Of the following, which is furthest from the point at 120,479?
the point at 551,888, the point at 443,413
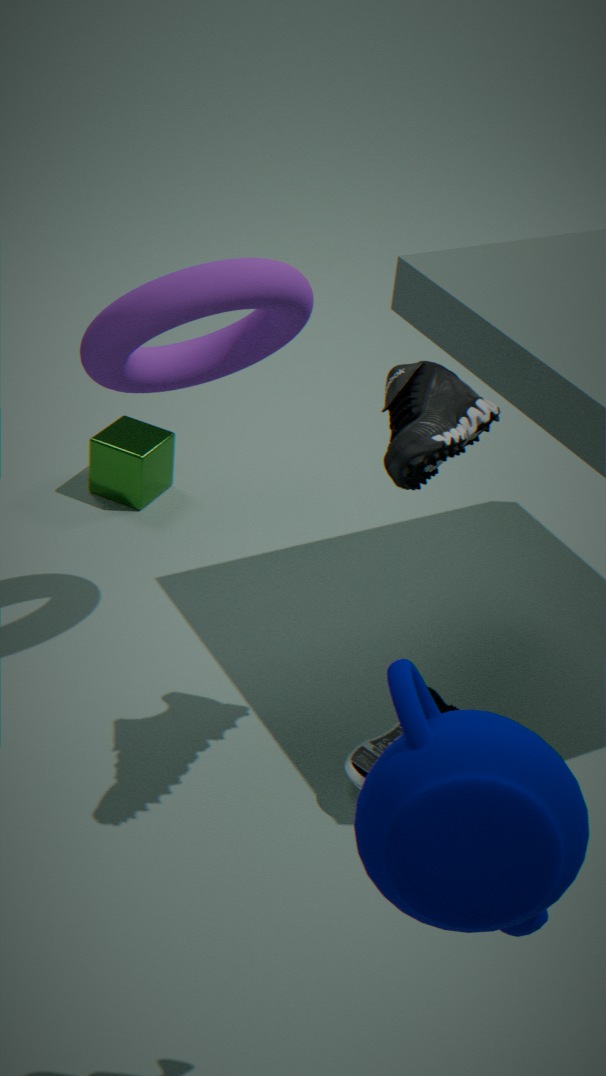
the point at 551,888
